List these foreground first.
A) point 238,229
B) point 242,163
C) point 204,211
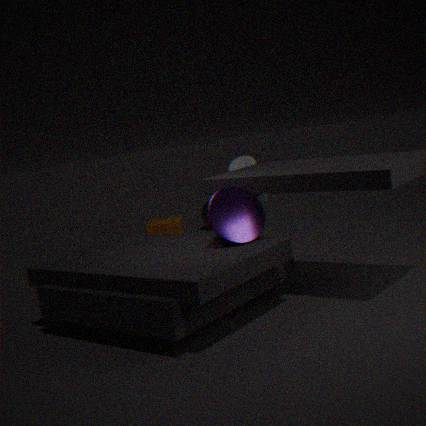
point 238,229 < point 242,163 < point 204,211
